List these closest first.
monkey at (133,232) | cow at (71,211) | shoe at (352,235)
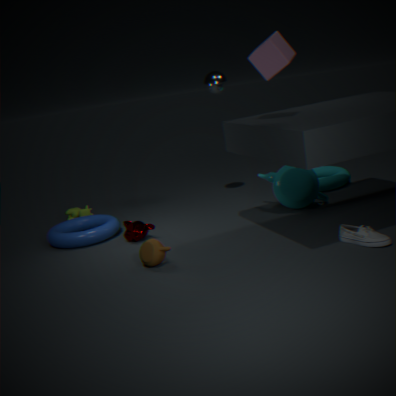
1. shoe at (352,235)
2. monkey at (133,232)
3. cow at (71,211)
